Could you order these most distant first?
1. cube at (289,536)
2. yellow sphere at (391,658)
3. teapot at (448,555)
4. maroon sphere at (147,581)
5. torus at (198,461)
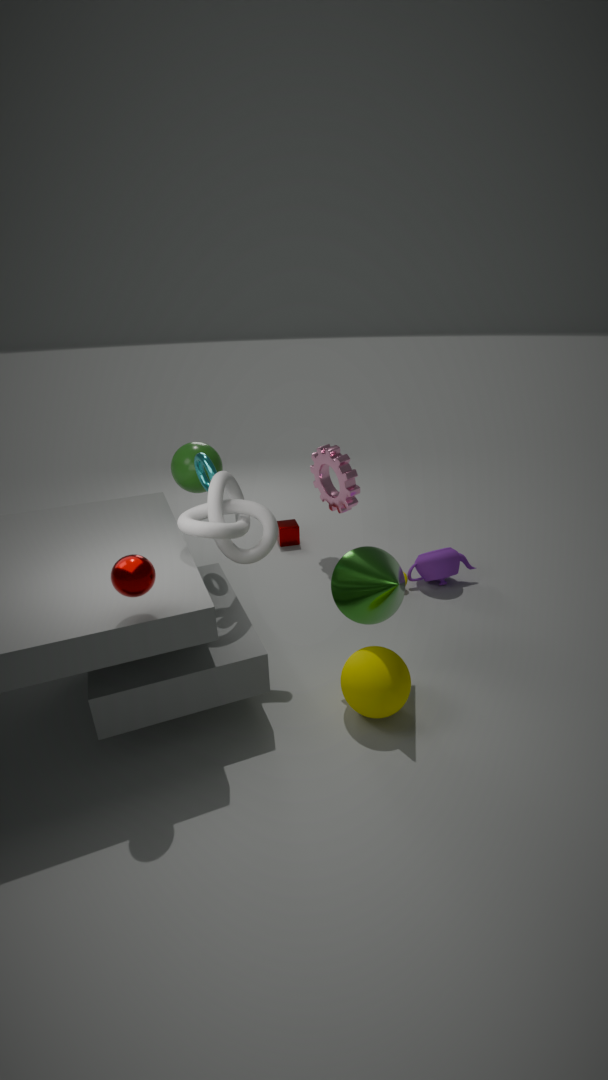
cube at (289,536) → teapot at (448,555) → torus at (198,461) → yellow sphere at (391,658) → maroon sphere at (147,581)
